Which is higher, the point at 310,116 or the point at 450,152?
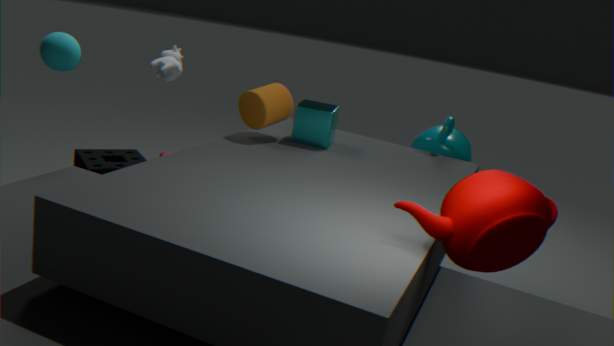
the point at 310,116
